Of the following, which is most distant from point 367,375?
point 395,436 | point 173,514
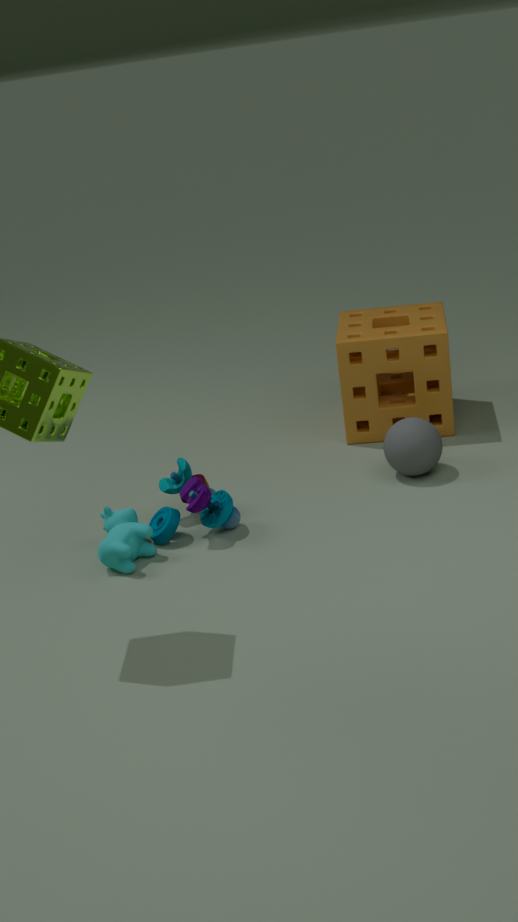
point 173,514
